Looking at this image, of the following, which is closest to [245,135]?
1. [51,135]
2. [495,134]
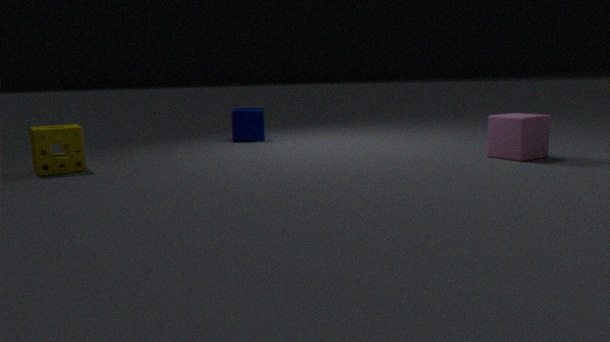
[51,135]
